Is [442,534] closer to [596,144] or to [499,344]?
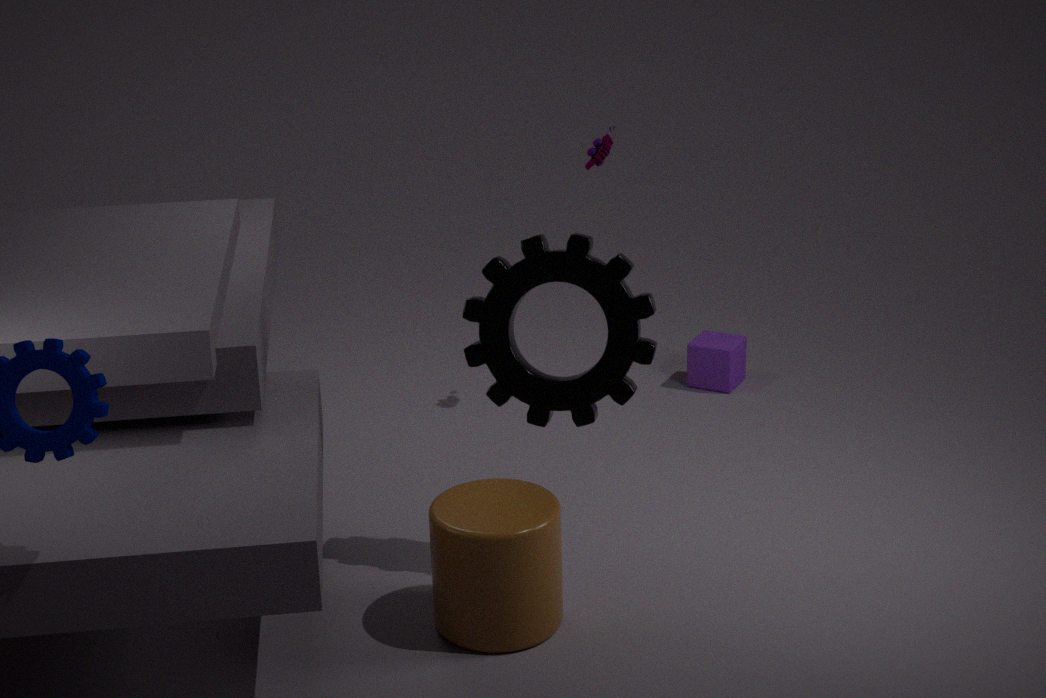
[499,344]
